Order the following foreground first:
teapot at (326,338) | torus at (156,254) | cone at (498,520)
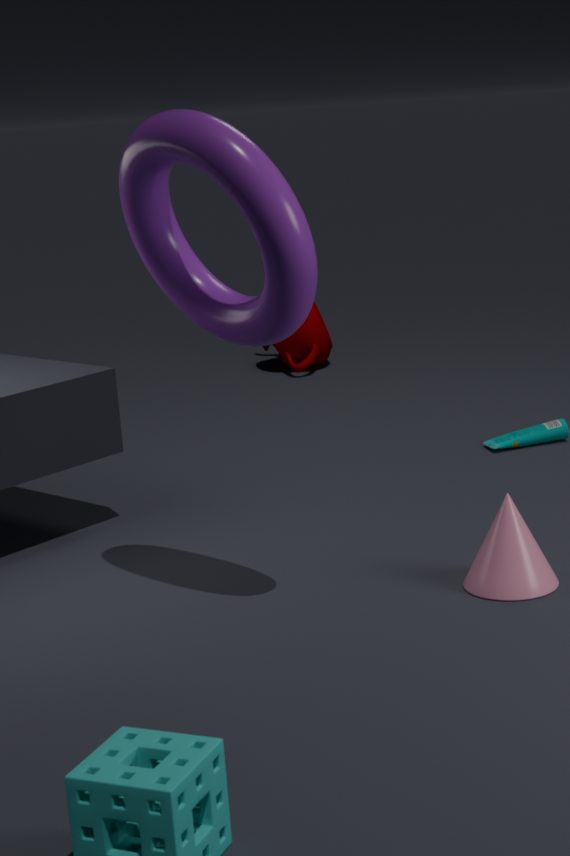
torus at (156,254), cone at (498,520), teapot at (326,338)
